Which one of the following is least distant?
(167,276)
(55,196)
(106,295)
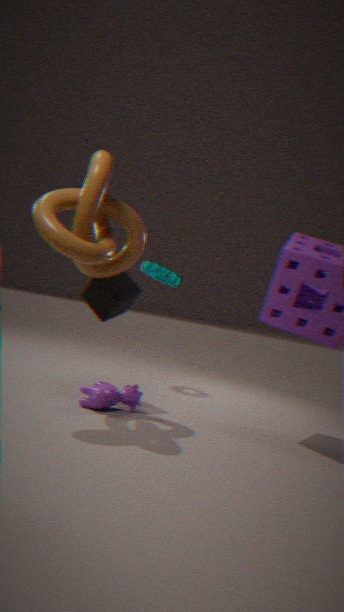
(55,196)
